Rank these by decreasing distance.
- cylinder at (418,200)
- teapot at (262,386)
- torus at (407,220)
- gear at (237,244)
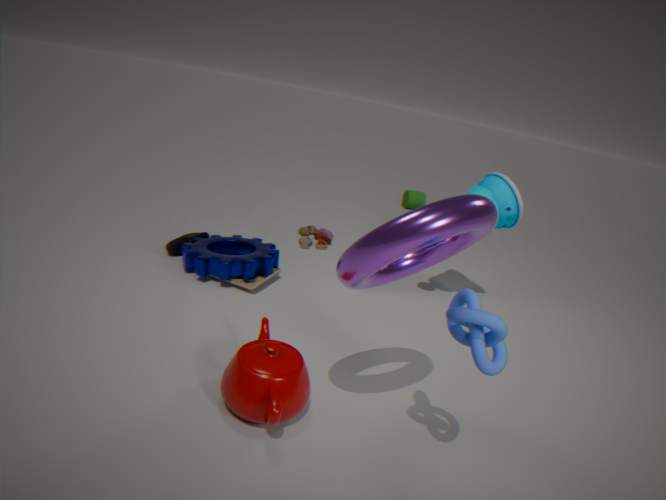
cylinder at (418,200) → gear at (237,244) → teapot at (262,386) → torus at (407,220)
